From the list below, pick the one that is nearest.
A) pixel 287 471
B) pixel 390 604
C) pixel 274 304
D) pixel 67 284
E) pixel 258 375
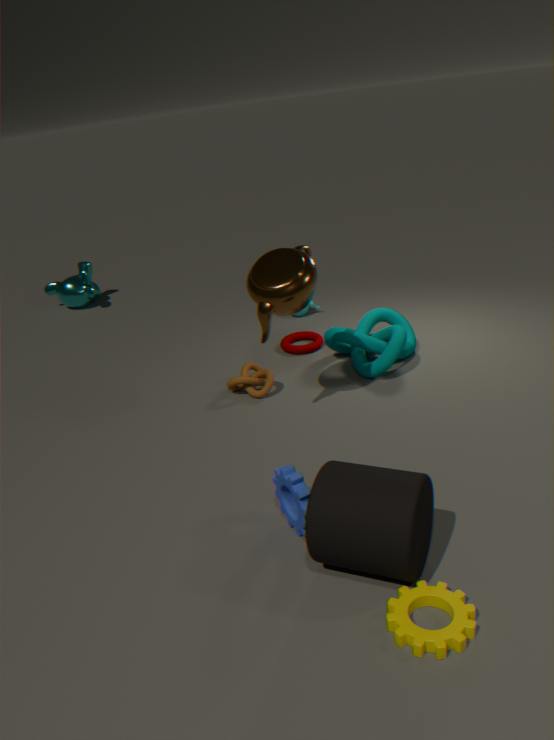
pixel 390 604
